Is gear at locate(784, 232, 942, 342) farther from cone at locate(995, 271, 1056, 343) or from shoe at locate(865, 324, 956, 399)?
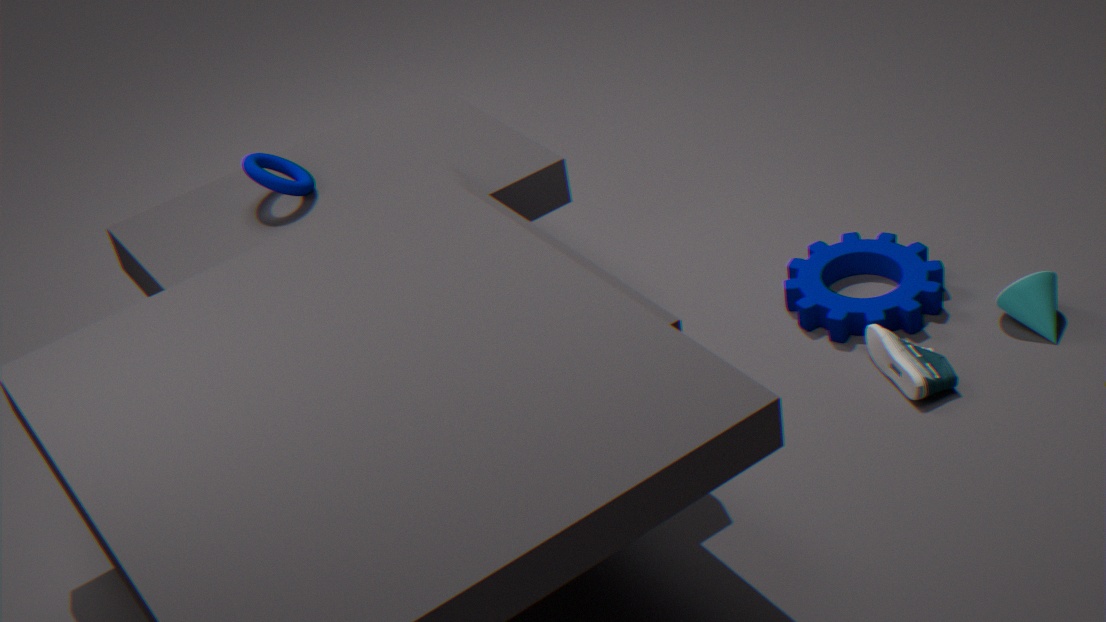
cone at locate(995, 271, 1056, 343)
